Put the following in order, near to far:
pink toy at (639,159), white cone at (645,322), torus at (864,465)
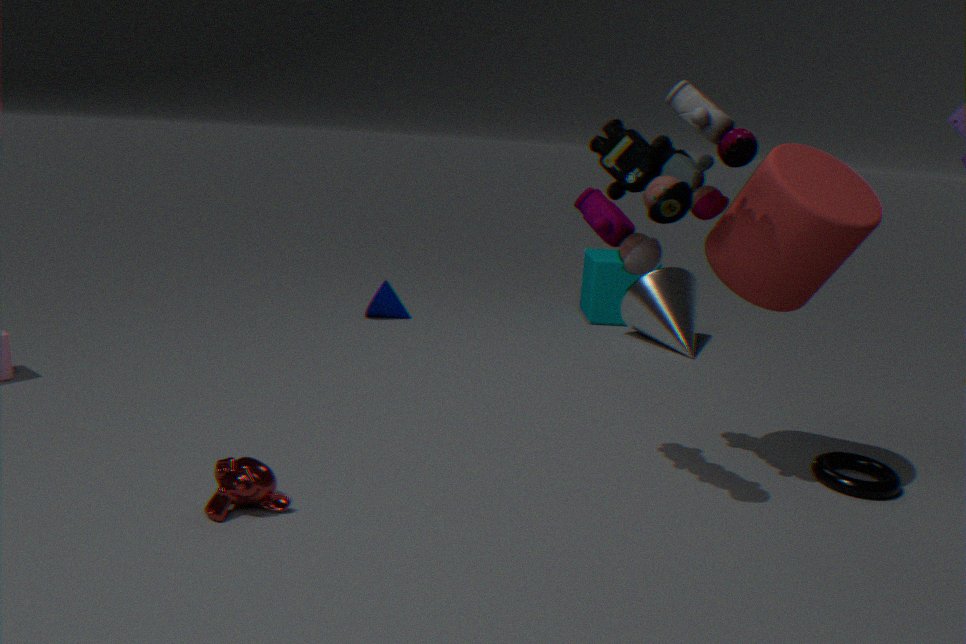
pink toy at (639,159) → torus at (864,465) → white cone at (645,322)
